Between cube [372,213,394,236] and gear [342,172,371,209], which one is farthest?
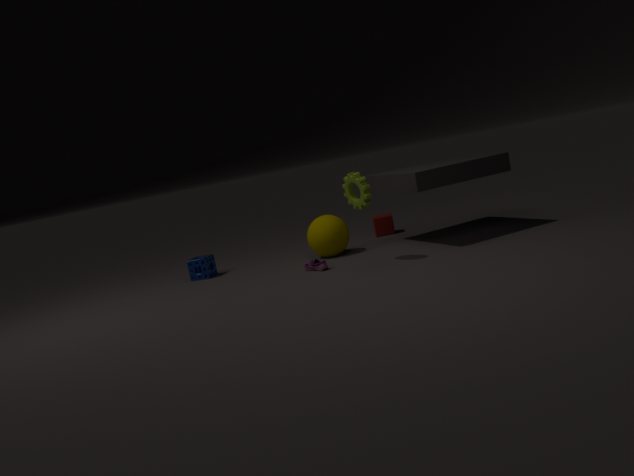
cube [372,213,394,236]
